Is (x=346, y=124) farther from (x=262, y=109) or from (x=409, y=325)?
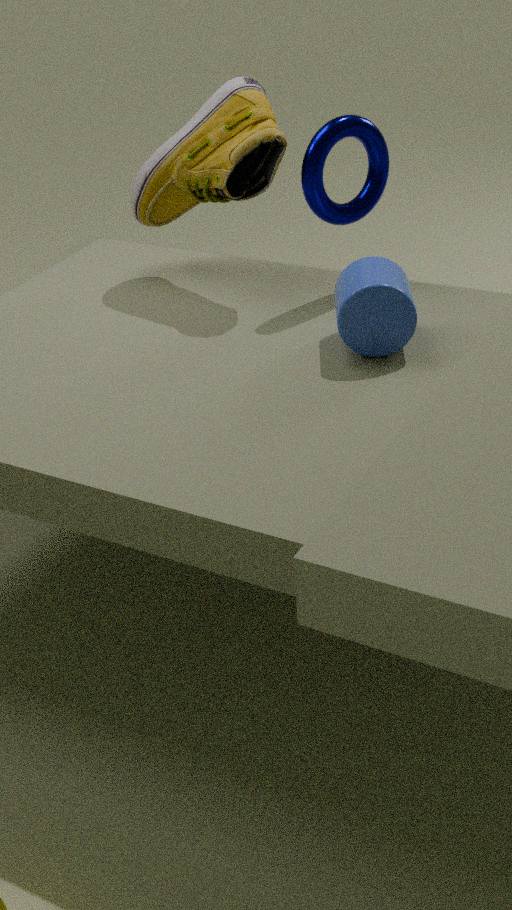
(x=409, y=325)
